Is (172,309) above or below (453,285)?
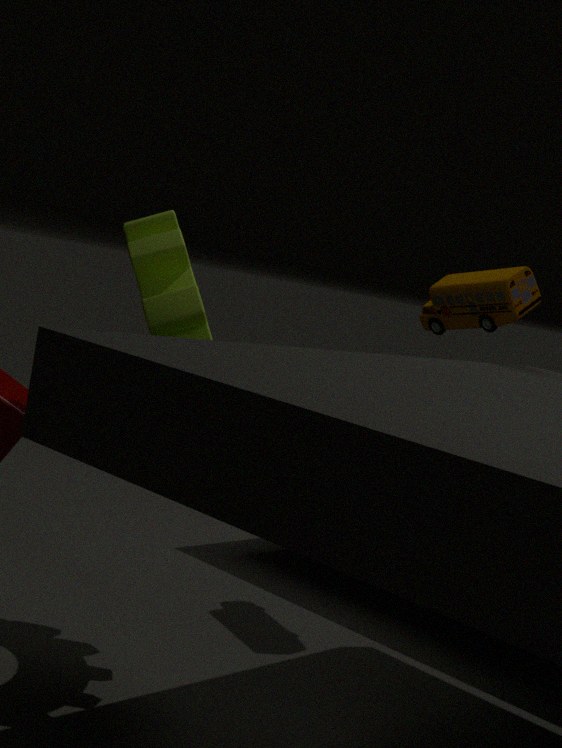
below
